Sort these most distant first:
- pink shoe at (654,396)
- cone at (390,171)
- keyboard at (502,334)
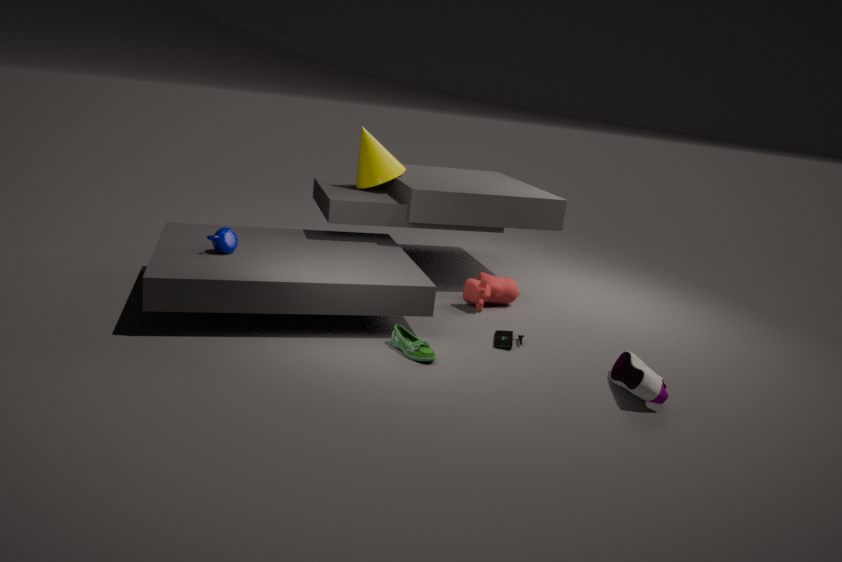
cone at (390,171), keyboard at (502,334), pink shoe at (654,396)
